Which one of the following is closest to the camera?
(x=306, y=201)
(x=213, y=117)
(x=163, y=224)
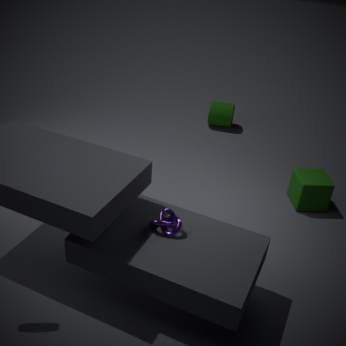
(x=163, y=224)
